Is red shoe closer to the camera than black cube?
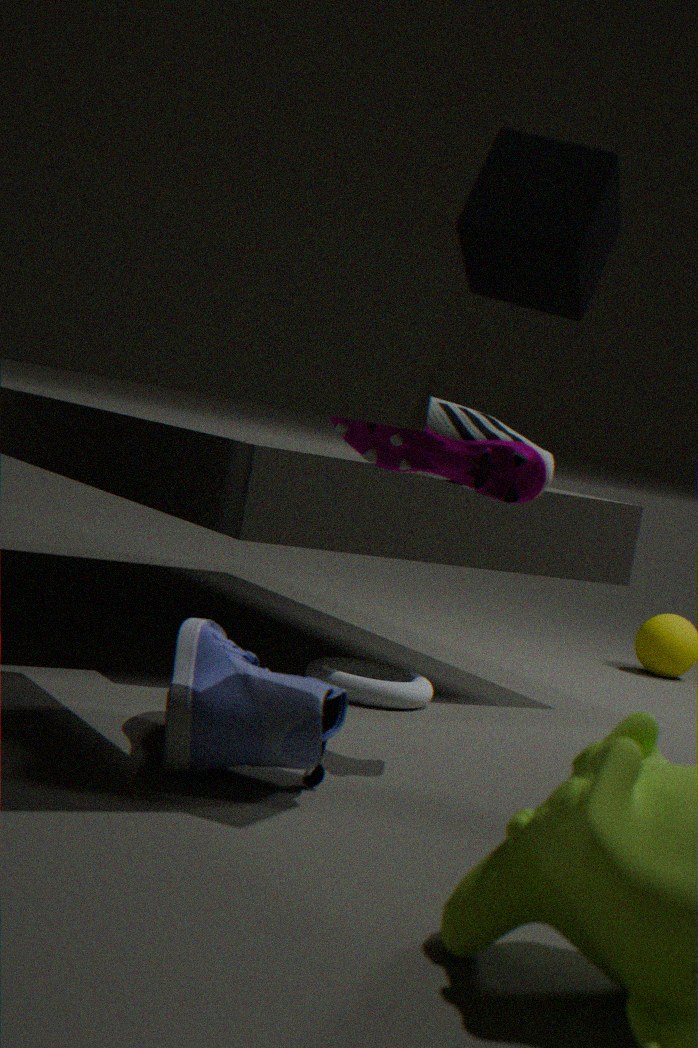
No
